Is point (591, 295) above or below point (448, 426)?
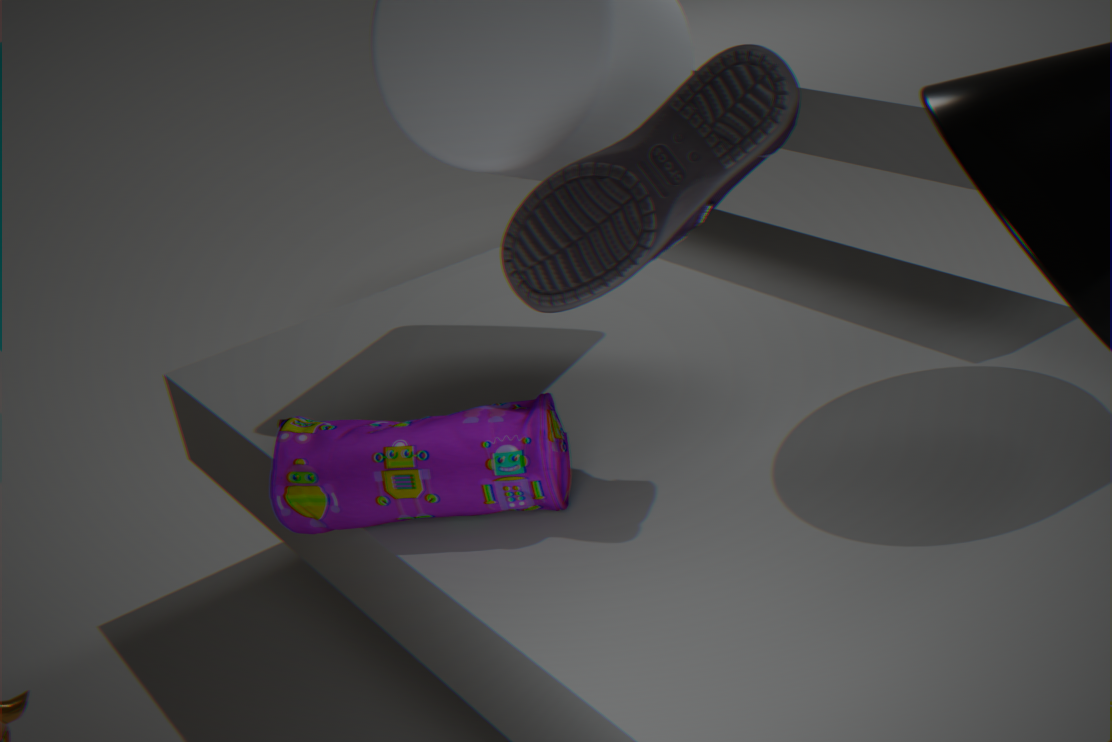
above
